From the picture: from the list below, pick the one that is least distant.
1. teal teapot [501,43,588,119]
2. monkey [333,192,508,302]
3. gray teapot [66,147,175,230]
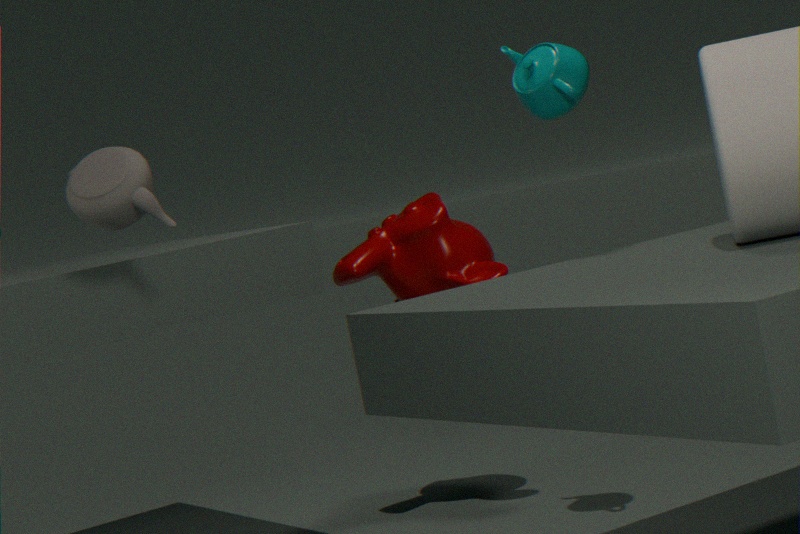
gray teapot [66,147,175,230]
